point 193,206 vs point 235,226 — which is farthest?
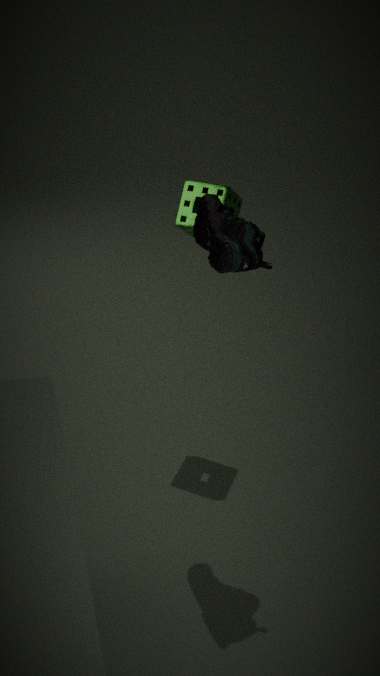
point 193,206
